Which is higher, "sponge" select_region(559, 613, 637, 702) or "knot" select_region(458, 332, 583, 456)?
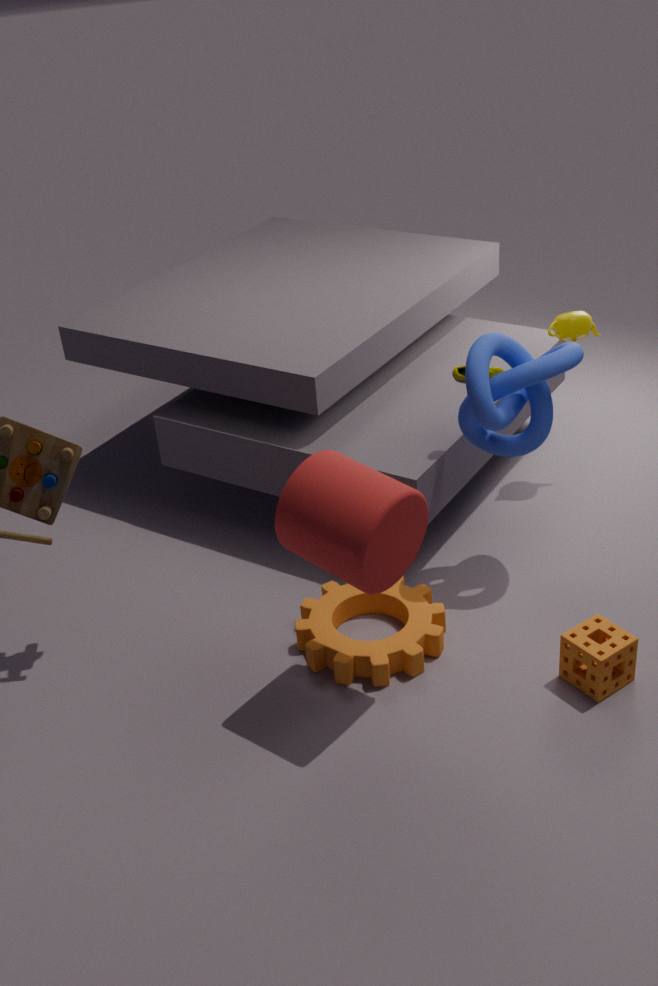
"knot" select_region(458, 332, 583, 456)
